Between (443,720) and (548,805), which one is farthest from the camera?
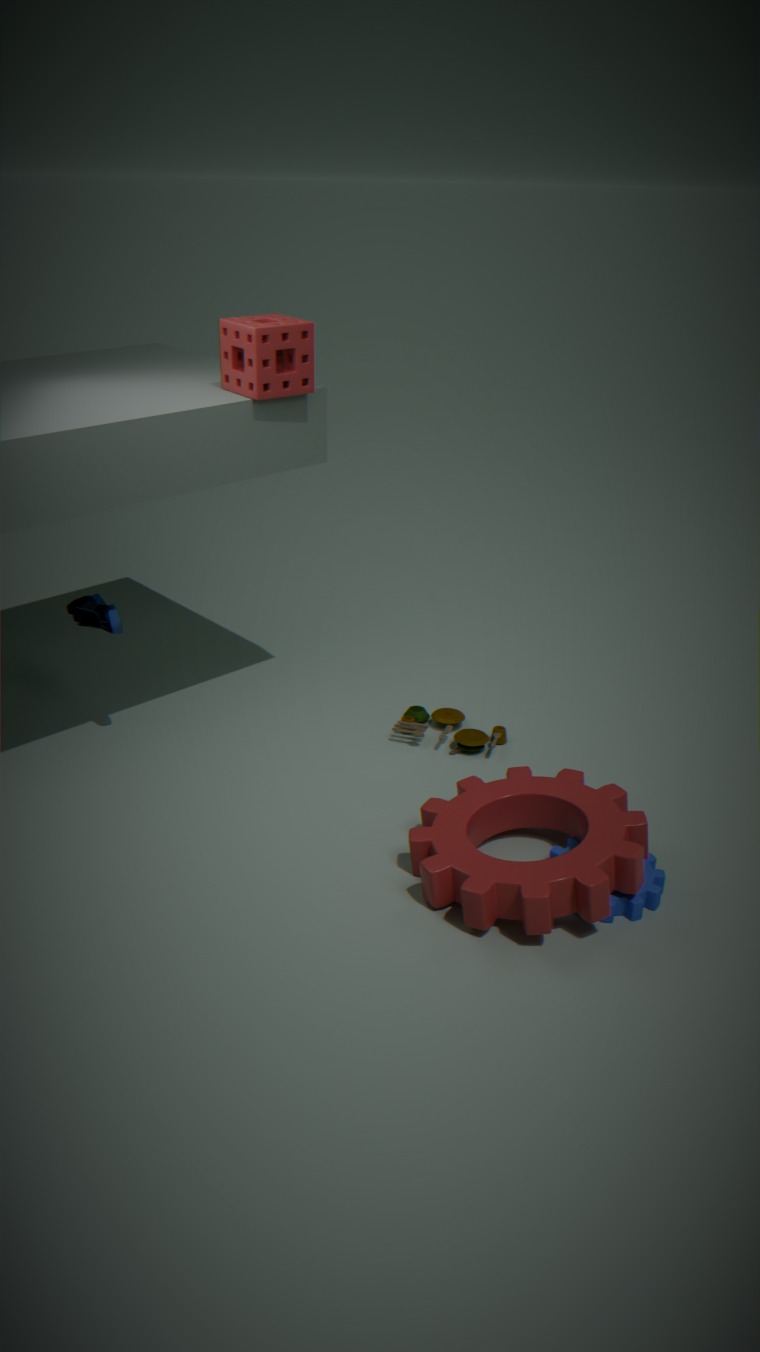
(443,720)
